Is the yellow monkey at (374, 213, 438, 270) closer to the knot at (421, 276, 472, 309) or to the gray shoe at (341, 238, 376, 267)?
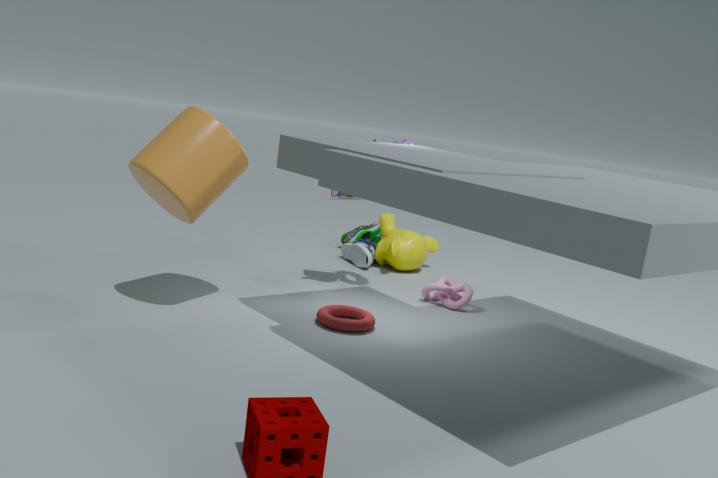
the gray shoe at (341, 238, 376, 267)
